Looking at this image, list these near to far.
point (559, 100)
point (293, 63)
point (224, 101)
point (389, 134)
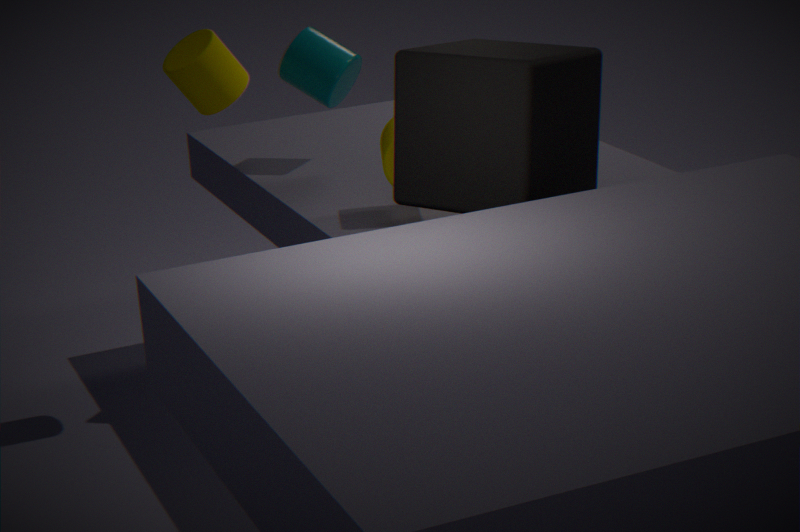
point (559, 100), point (389, 134), point (224, 101), point (293, 63)
